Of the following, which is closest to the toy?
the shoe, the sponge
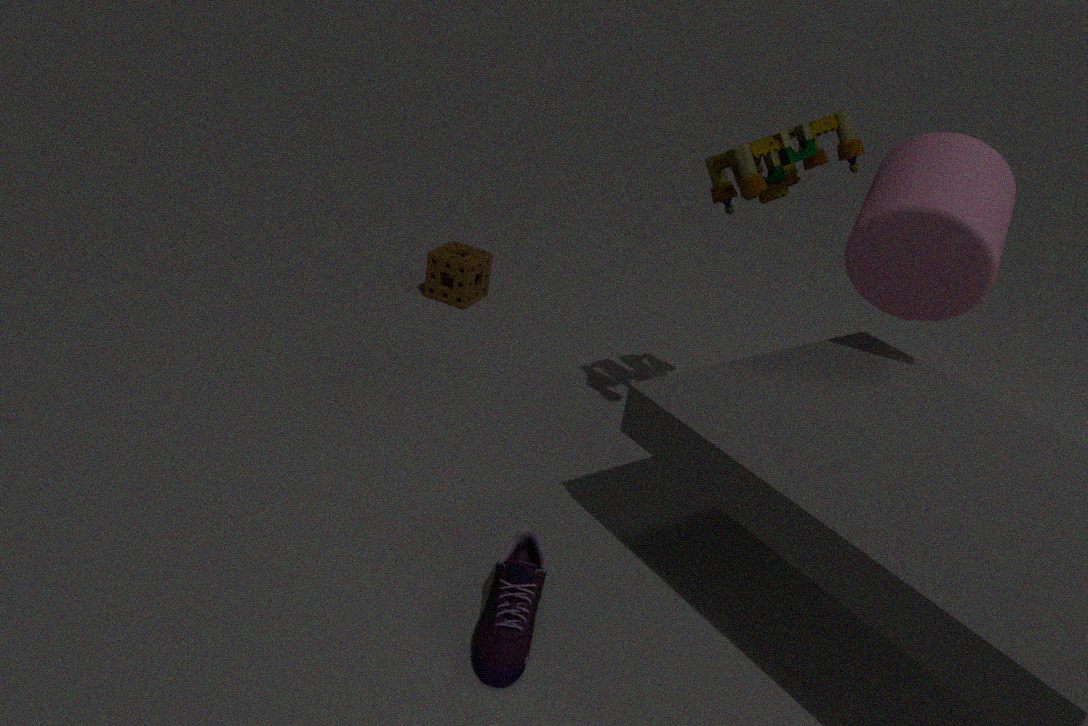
the shoe
